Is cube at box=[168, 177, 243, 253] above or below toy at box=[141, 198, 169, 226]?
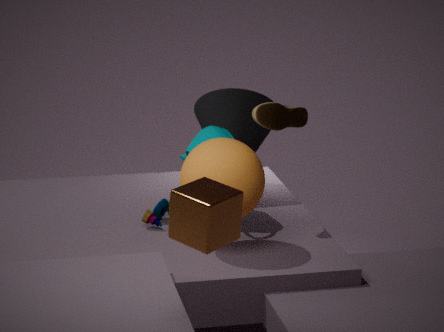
above
